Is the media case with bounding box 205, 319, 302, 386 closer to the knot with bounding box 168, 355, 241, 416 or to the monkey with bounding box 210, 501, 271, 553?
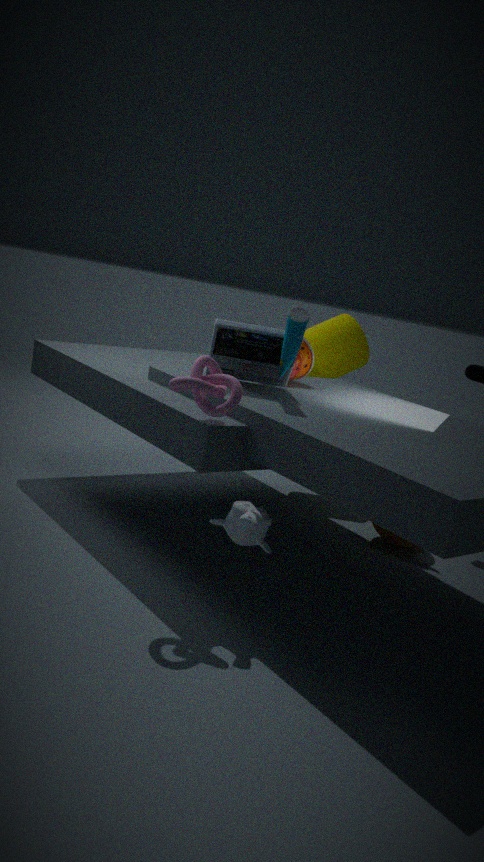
the knot with bounding box 168, 355, 241, 416
